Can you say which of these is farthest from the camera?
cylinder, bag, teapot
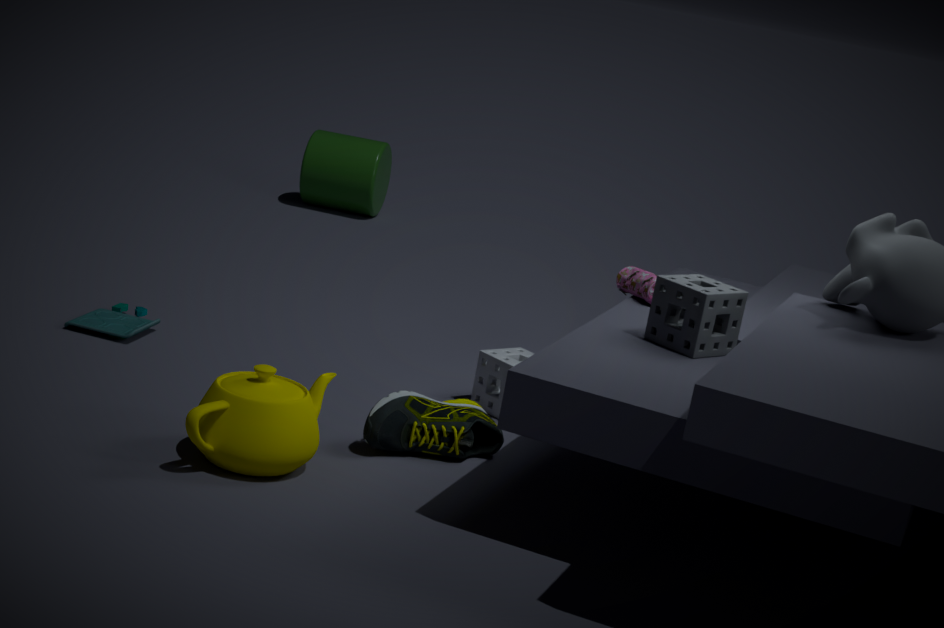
cylinder
